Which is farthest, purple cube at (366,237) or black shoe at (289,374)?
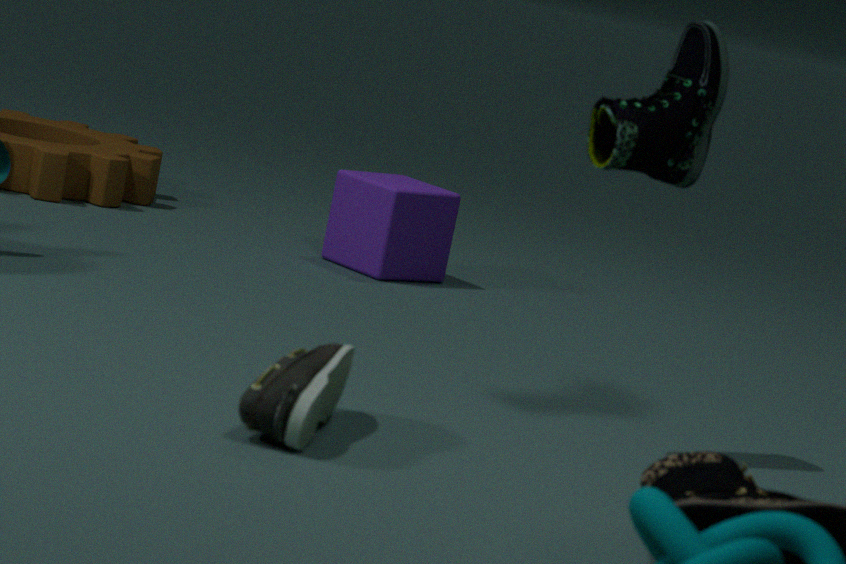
purple cube at (366,237)
